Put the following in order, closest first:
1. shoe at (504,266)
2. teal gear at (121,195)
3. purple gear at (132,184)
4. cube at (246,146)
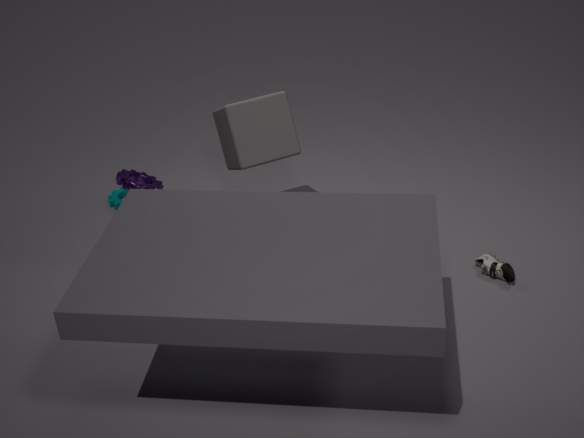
1. cube at (246,146)
2. shoe at (504,266)
3. purple gear at (132,184)
4. teal gear at (121,195)
